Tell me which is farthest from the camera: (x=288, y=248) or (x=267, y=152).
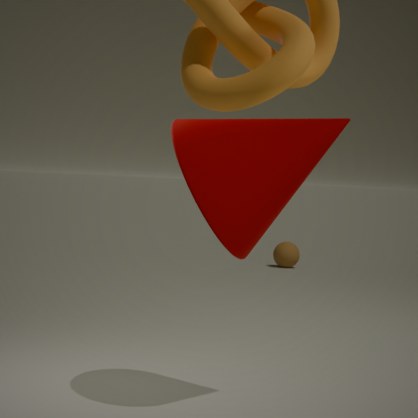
(x=288, y=248)
